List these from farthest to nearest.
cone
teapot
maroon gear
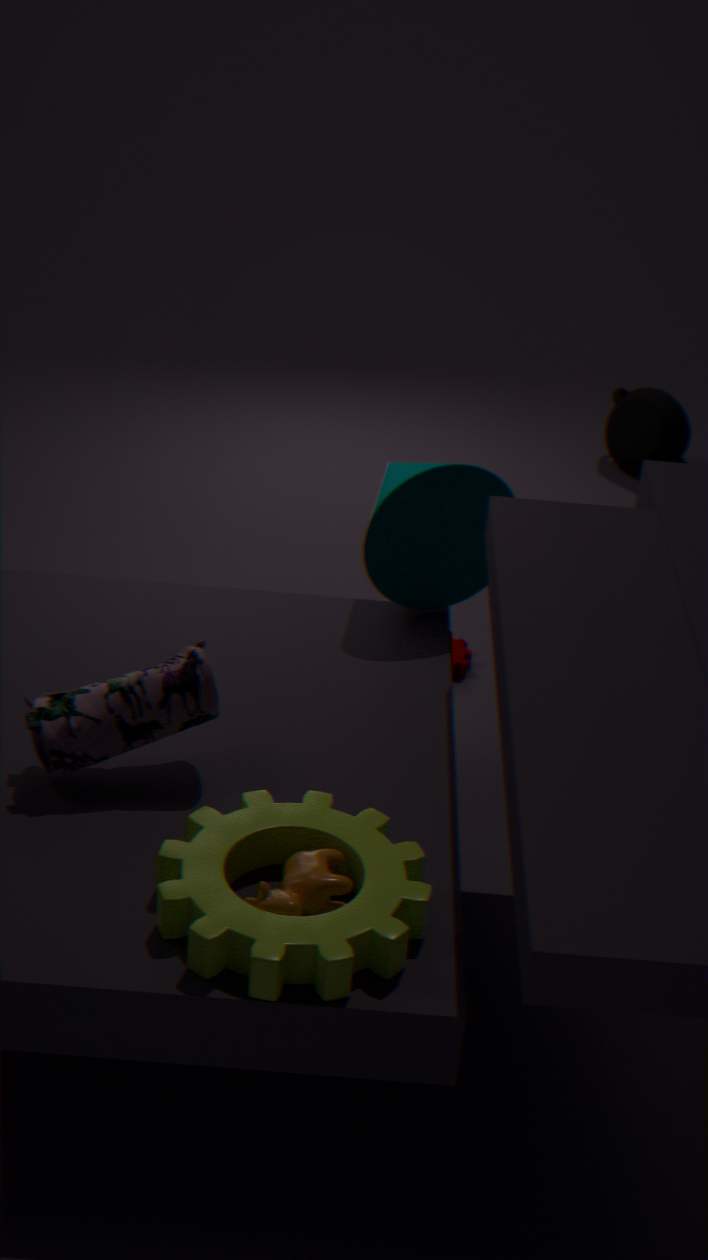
teapot
maroon gear
cone
